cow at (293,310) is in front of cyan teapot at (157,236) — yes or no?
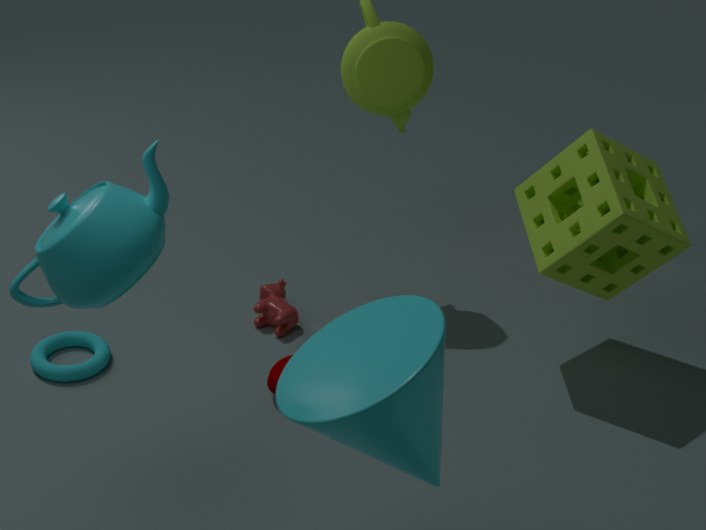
No
